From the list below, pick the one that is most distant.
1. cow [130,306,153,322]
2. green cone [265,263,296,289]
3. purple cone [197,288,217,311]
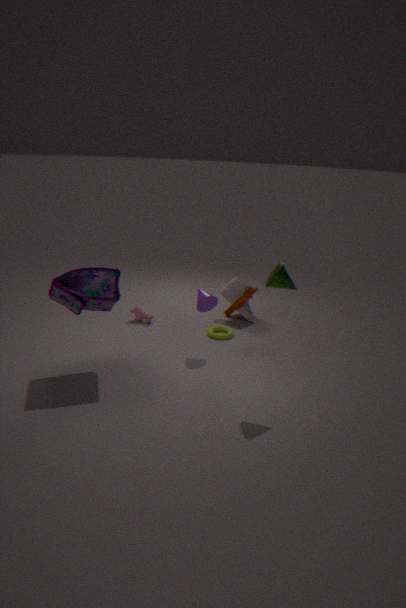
cow [130,306,153,322]
